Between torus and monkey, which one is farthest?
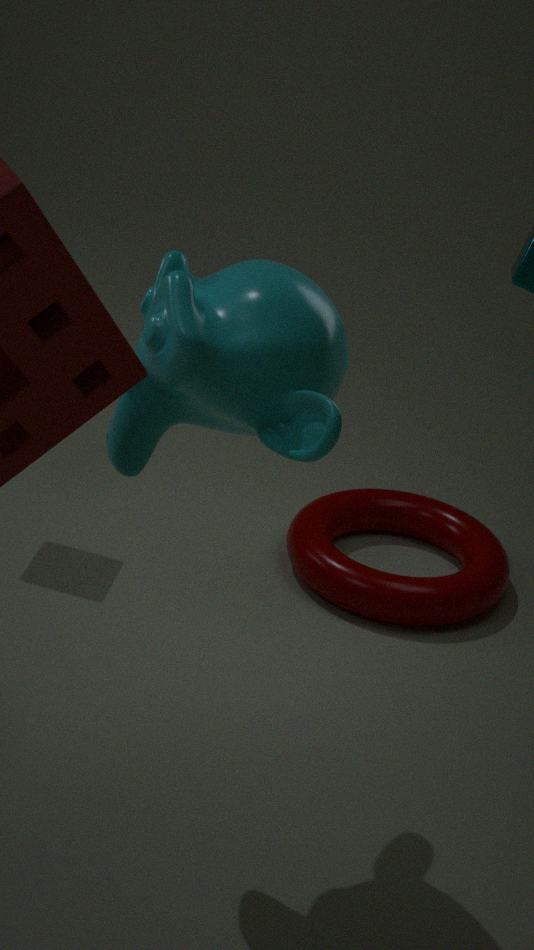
torus
